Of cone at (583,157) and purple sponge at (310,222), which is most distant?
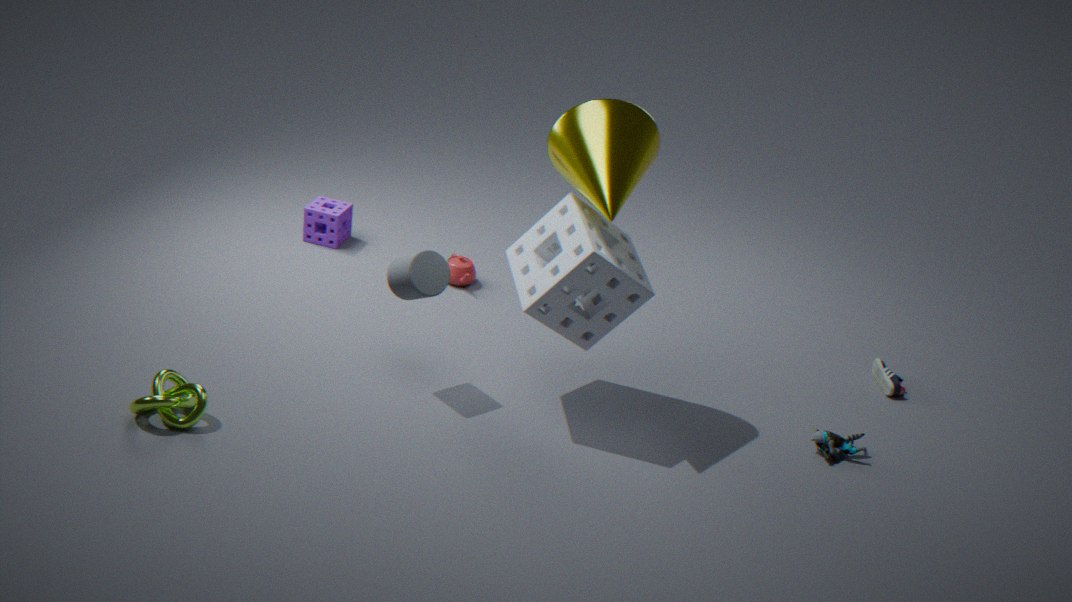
purple sponge at (310,222)
